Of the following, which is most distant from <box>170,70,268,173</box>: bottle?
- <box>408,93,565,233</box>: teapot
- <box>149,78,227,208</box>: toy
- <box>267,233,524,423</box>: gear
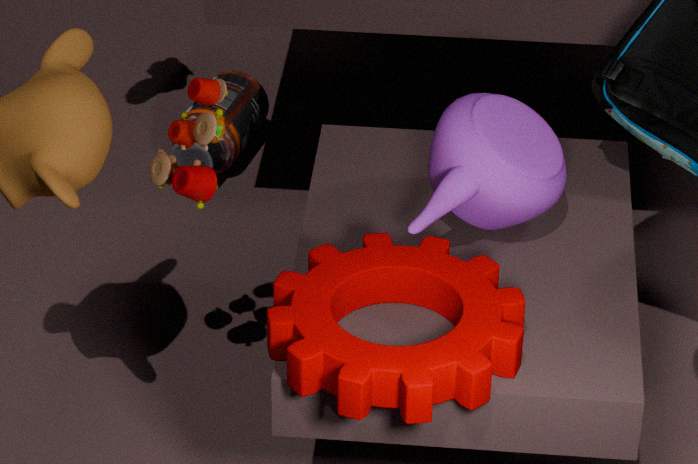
<box>267,233,524,423</box>: gear
